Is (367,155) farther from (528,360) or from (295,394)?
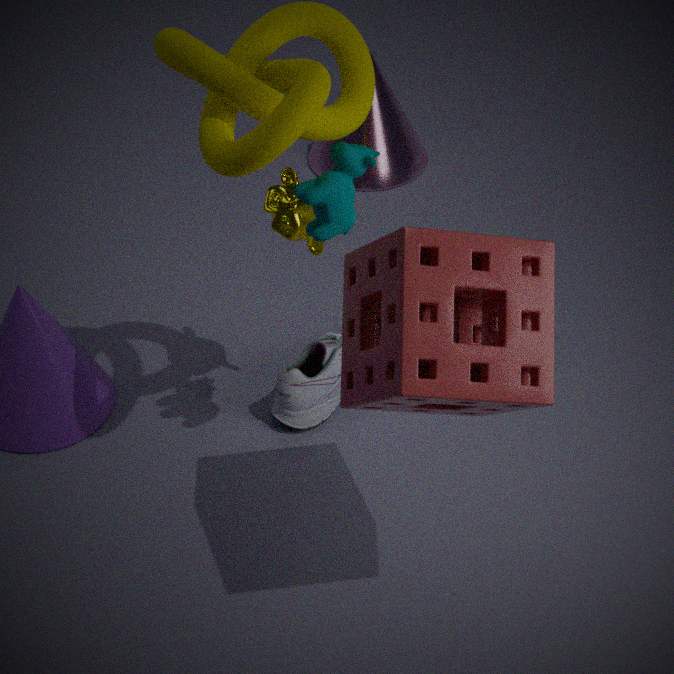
(295,394)
